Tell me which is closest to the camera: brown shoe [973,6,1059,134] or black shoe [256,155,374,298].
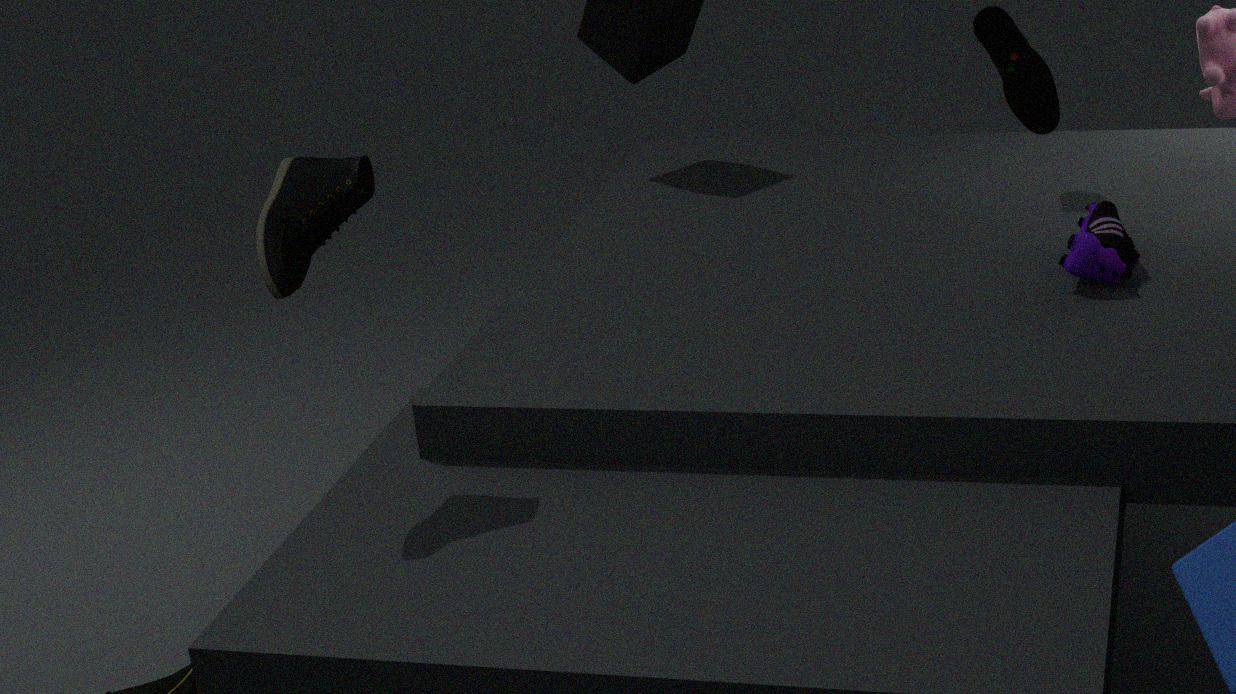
black shoe [256,155,374,298]
